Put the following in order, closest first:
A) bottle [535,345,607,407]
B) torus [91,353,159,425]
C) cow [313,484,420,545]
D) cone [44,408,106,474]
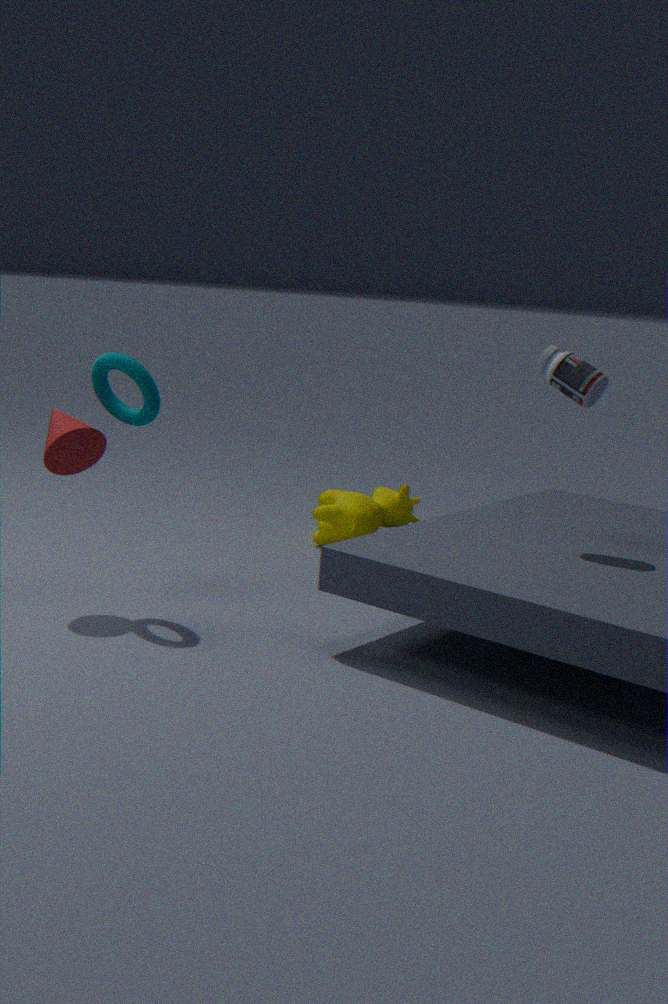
1. bottle [535,345,607,407]
2. torus [91,353,159,425]
3. cone [44,408,106,474]
4. cow [313,484,420,545]
